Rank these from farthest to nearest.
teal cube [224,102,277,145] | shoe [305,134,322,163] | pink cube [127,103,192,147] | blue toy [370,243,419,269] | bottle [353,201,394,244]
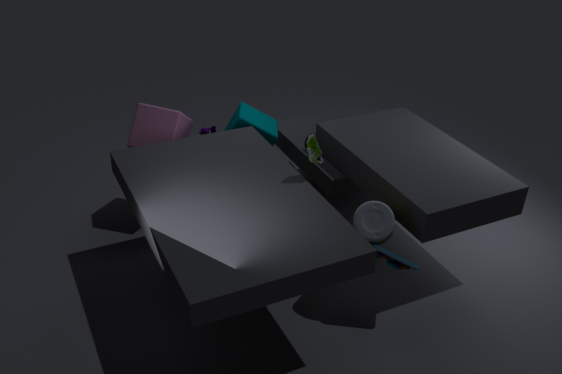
1. teal cube [224,102,277,145]
2. pink cube [127,103,192,147]
3. blue toy [370,243,419,269]
4. bottle [353,201,394,244]
5. shoe [305,134,322,163]
